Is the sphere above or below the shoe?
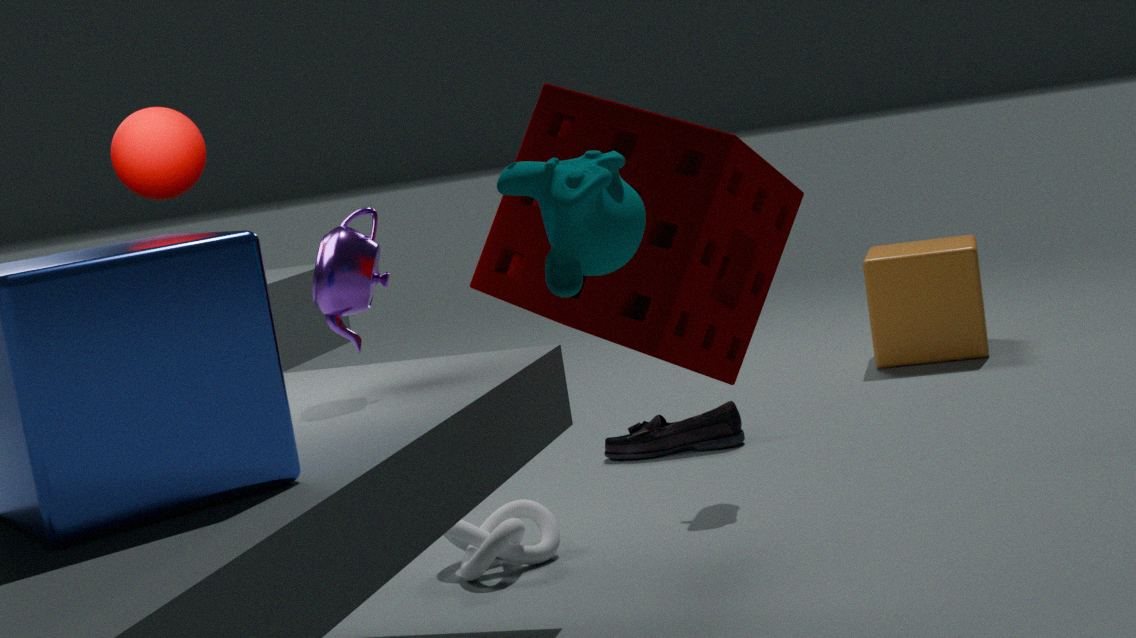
above
